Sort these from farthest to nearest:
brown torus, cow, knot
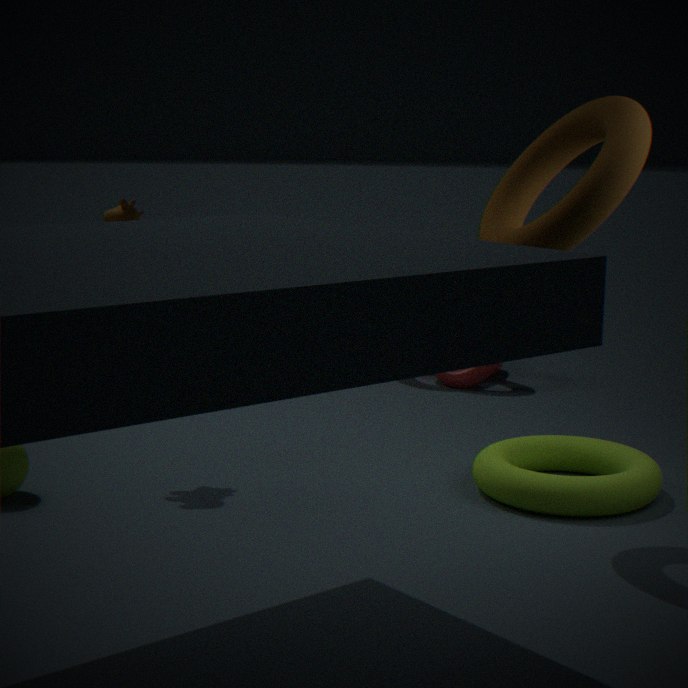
knot → cow → brown torus
